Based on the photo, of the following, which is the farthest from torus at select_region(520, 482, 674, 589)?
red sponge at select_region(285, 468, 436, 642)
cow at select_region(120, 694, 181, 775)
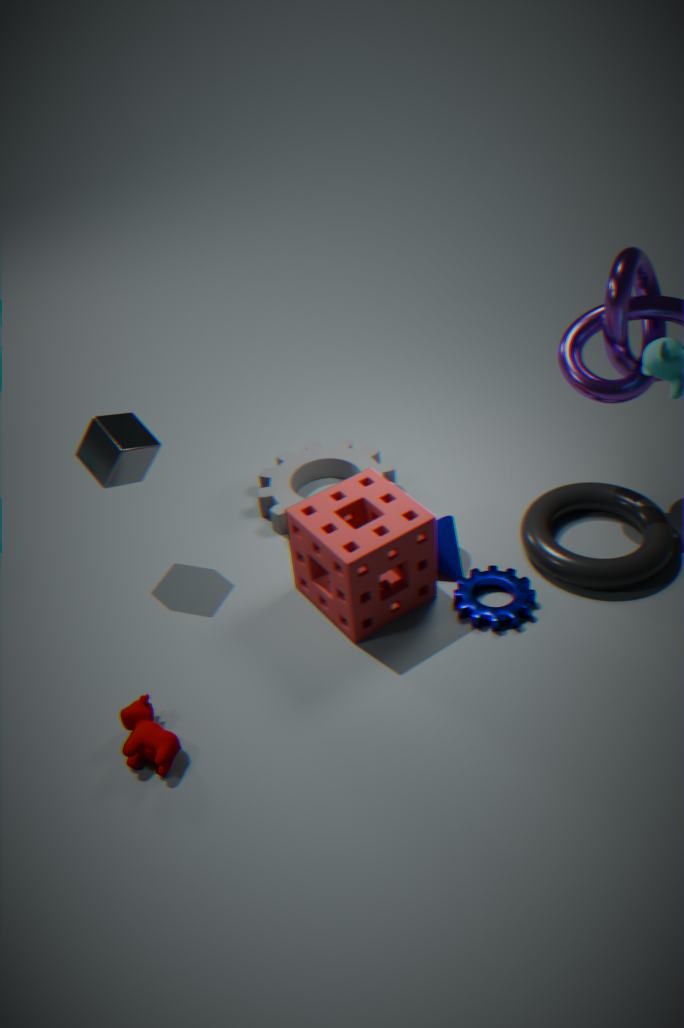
cow at select_region(120, 694, 181, 775)
